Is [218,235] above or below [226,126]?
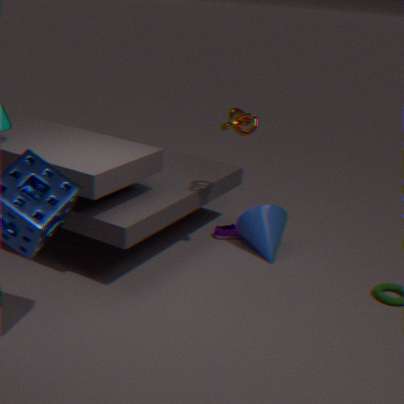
below
